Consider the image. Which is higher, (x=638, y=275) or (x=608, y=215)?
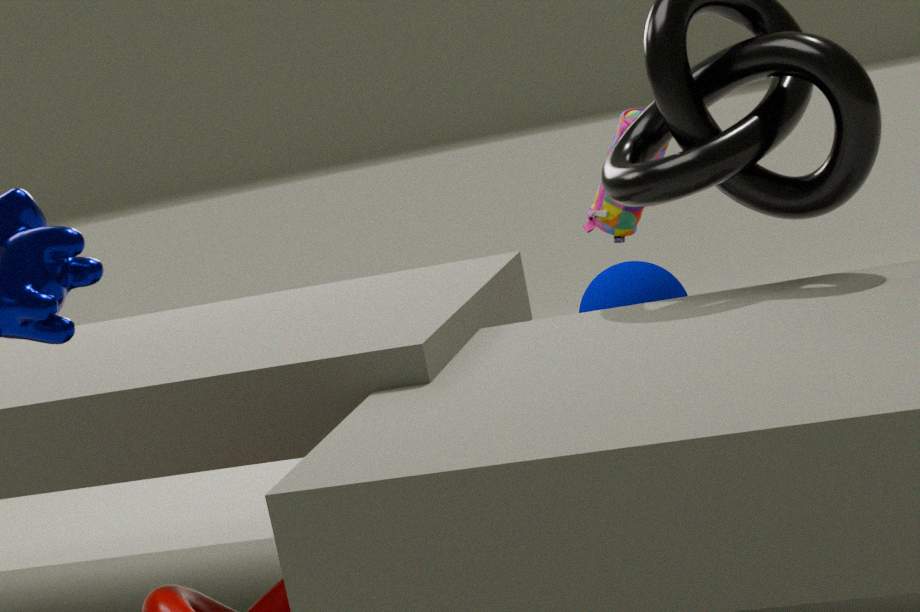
(x=608, y=215)
